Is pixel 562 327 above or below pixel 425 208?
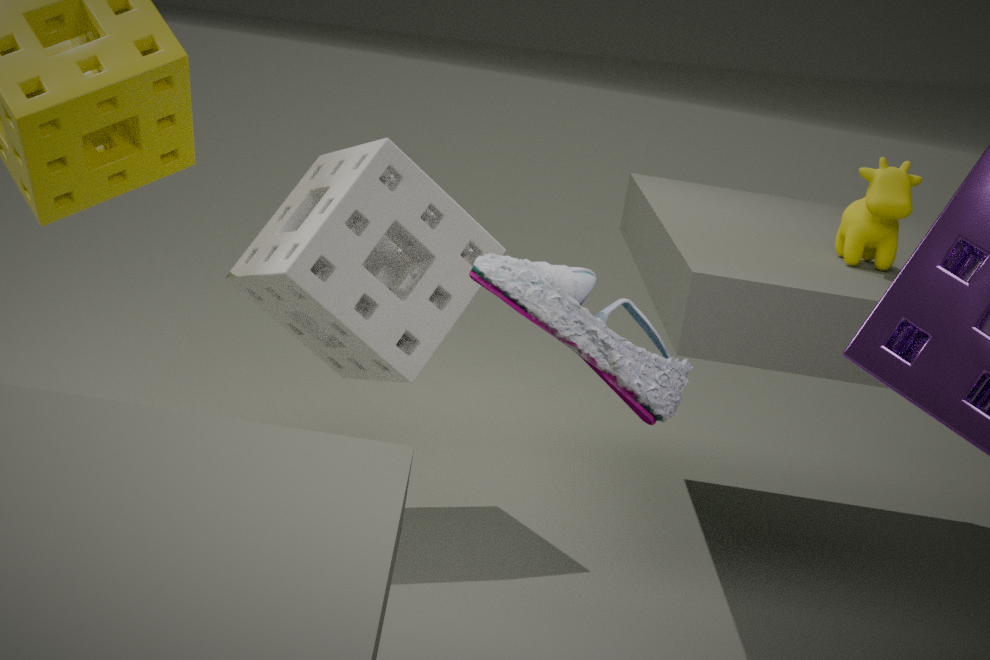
above
